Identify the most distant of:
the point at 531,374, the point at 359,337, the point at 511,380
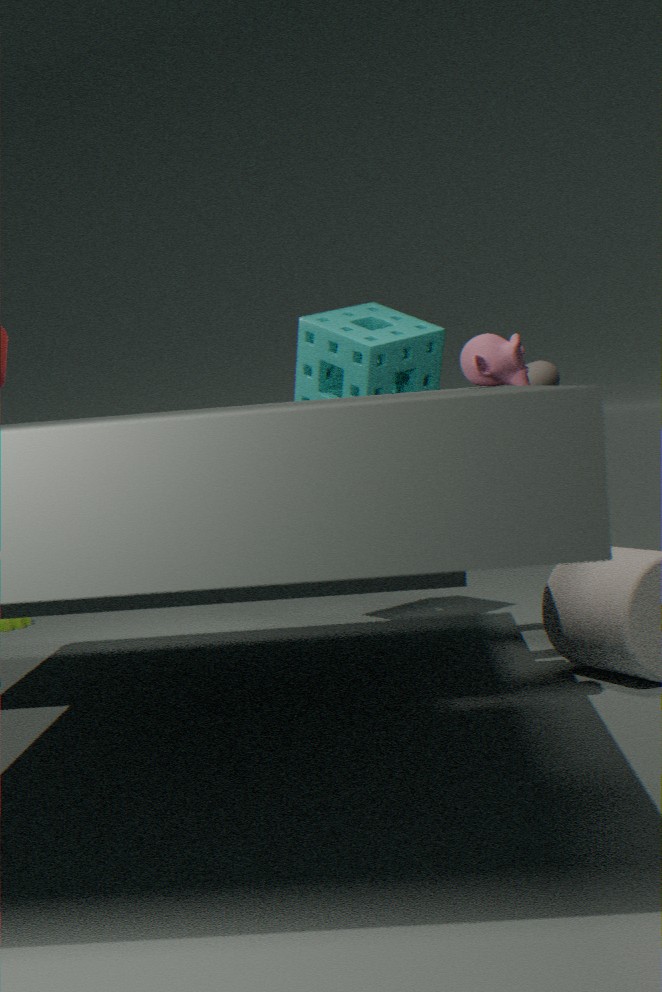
the point at 359,337
